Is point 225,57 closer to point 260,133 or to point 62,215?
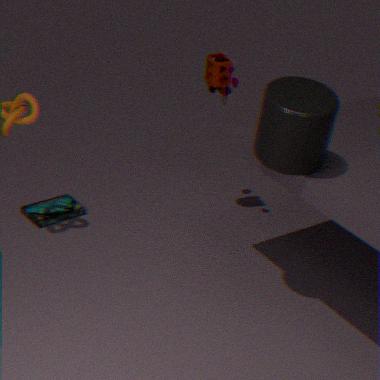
point 260,133
